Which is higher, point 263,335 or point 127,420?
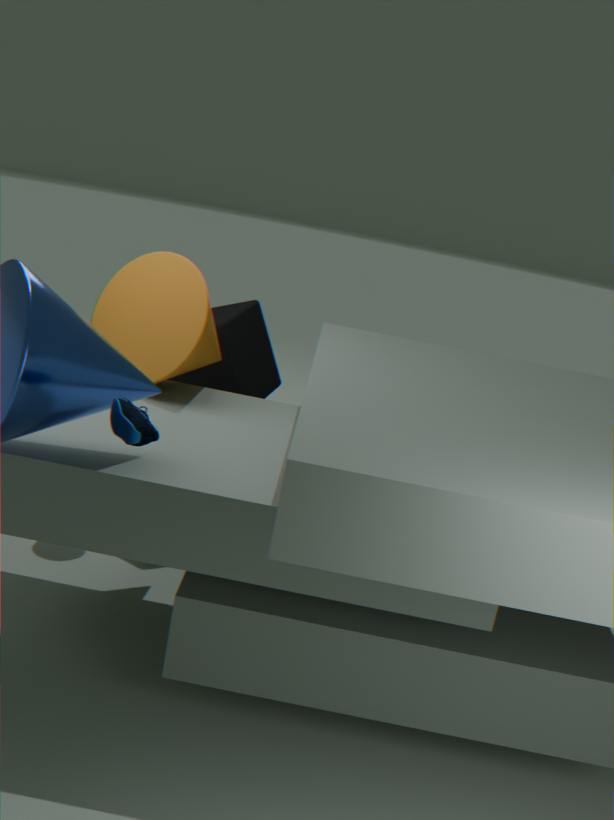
point 127,420
